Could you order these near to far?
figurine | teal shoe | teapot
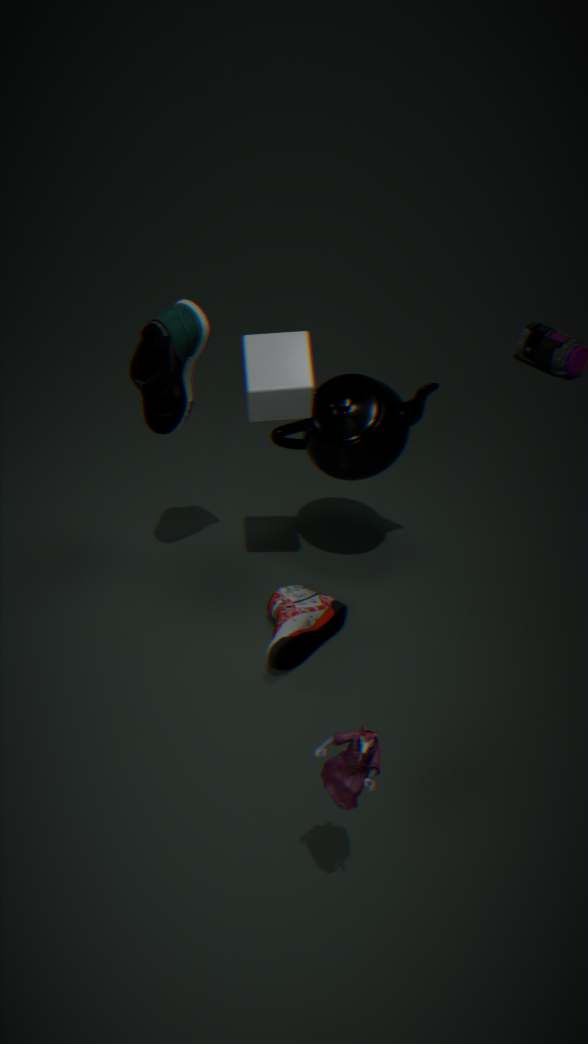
figurine → teal shoe → teapot
